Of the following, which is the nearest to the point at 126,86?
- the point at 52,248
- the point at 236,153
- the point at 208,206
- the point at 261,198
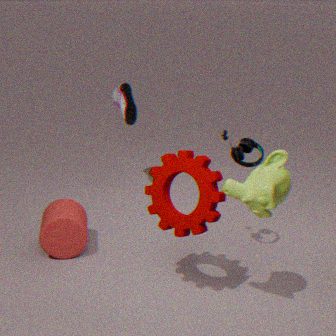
the point at 52,248
